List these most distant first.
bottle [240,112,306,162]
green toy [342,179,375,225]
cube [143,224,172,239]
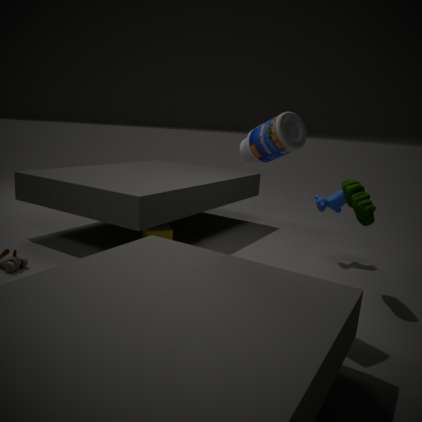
cube [143,224,172,239] → green toy [342,179,375,225] → bottle [240,112,306,162]
